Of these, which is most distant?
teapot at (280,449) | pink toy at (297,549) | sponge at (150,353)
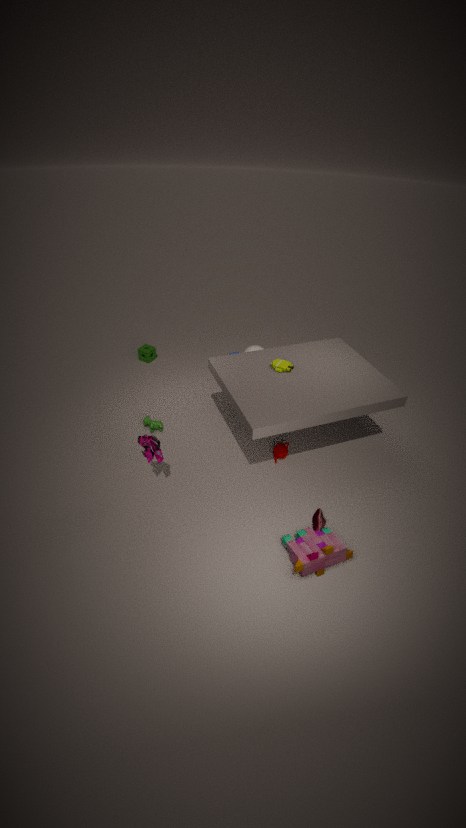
sponge at (150,353)
